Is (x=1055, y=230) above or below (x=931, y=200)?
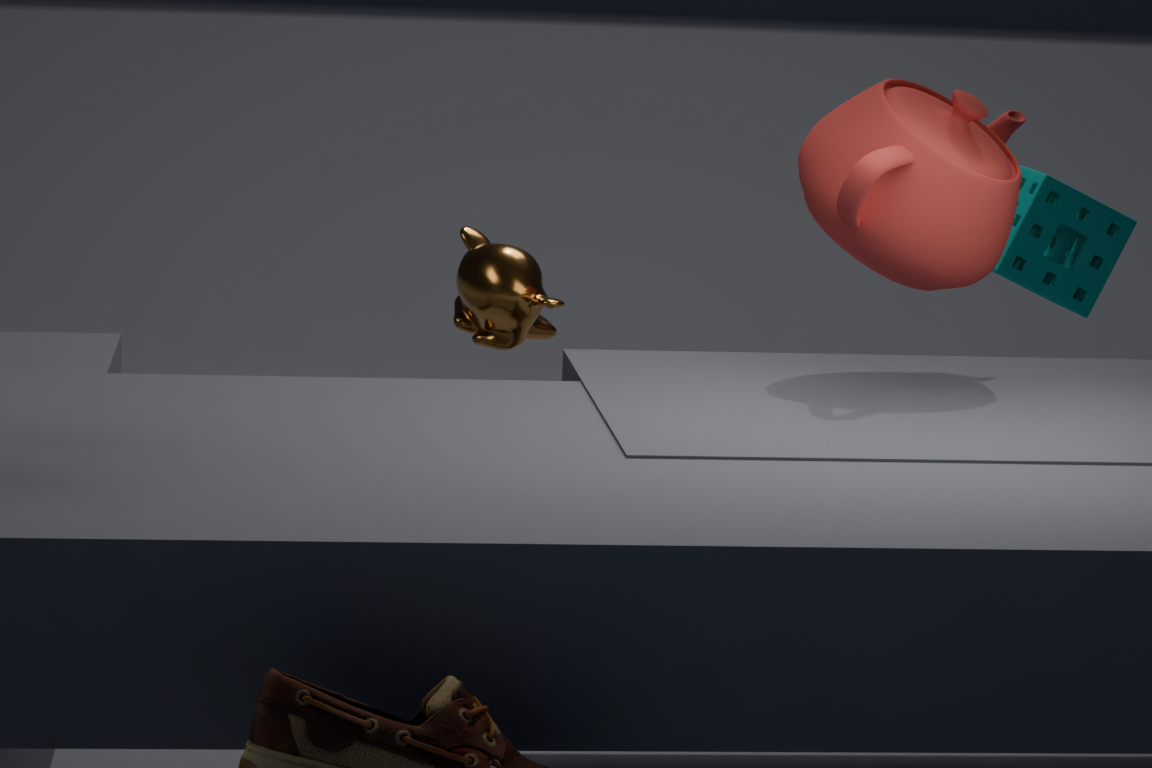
below
